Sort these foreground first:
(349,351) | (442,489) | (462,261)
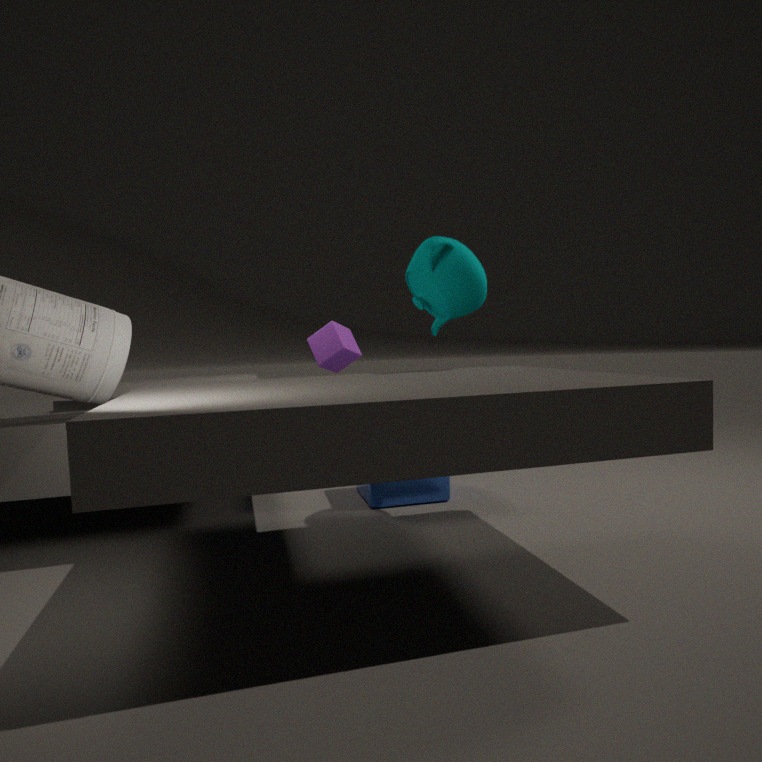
(462,261) < (442,489) < (349,351)
